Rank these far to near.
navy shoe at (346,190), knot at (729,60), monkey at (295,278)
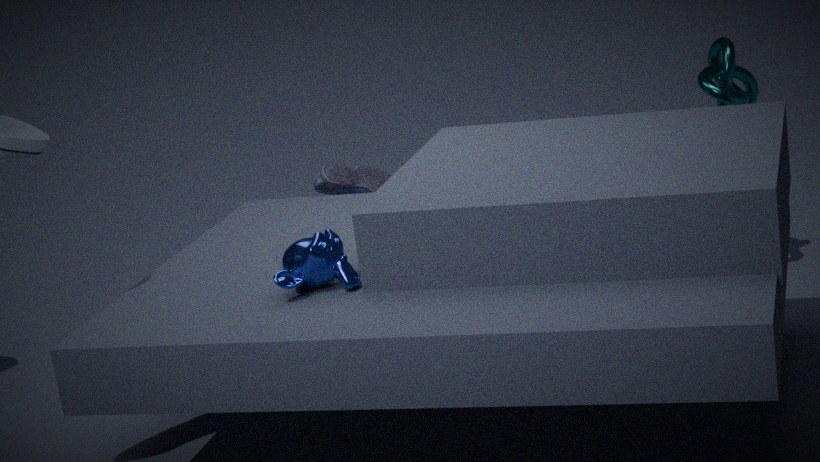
navy shoe at (346,190)
knot at (729,60)
monkey at (295,278)
